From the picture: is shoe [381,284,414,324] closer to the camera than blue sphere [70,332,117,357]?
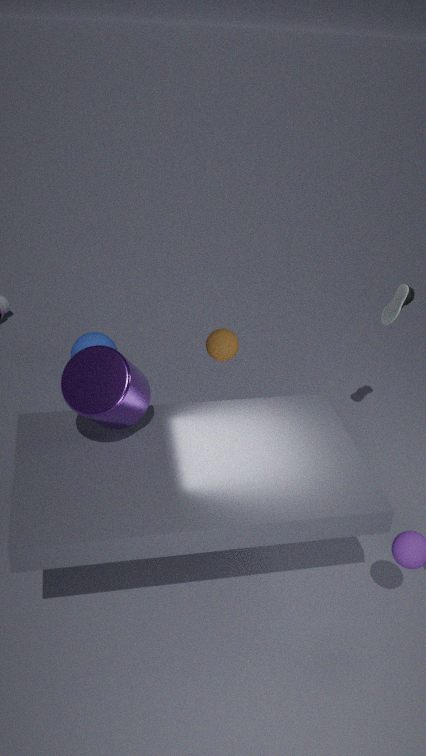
Yes
